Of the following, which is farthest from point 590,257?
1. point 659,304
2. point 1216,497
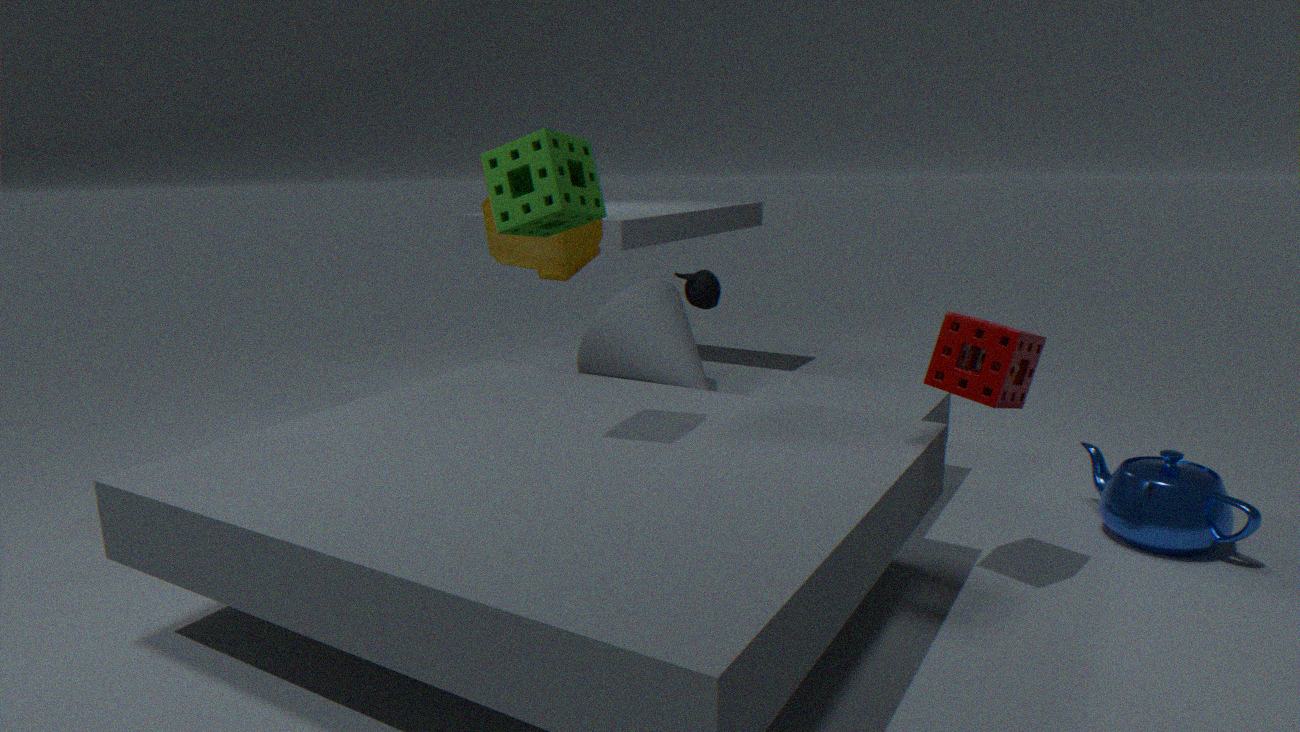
point 1216,497
